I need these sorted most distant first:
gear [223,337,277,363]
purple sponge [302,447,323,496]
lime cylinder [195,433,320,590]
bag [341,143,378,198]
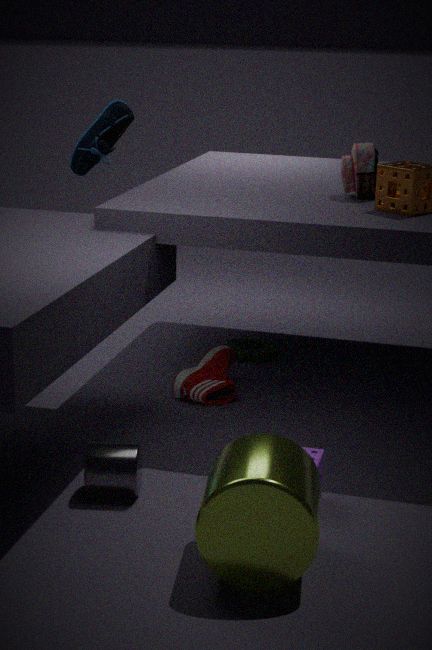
gear [223,337,277,363]
bag [341,143,378,198]
purple sponge [302,447,323,496]
lime cylinder [195,433,320,590]
